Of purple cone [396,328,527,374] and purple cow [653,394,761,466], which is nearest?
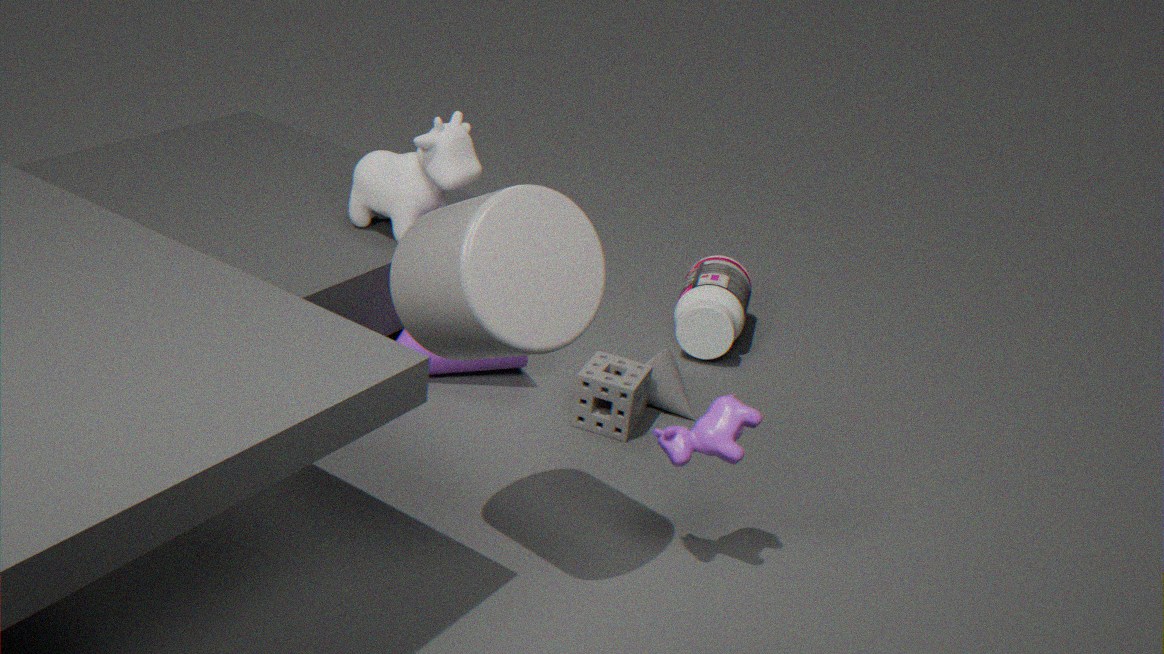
purple cow [653,394,761,466]
